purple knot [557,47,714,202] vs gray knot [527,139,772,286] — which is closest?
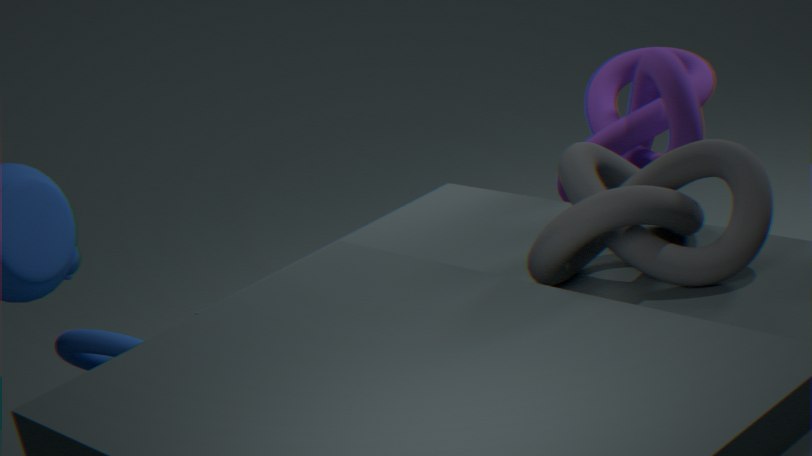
gray knot [527,139,772,286]
